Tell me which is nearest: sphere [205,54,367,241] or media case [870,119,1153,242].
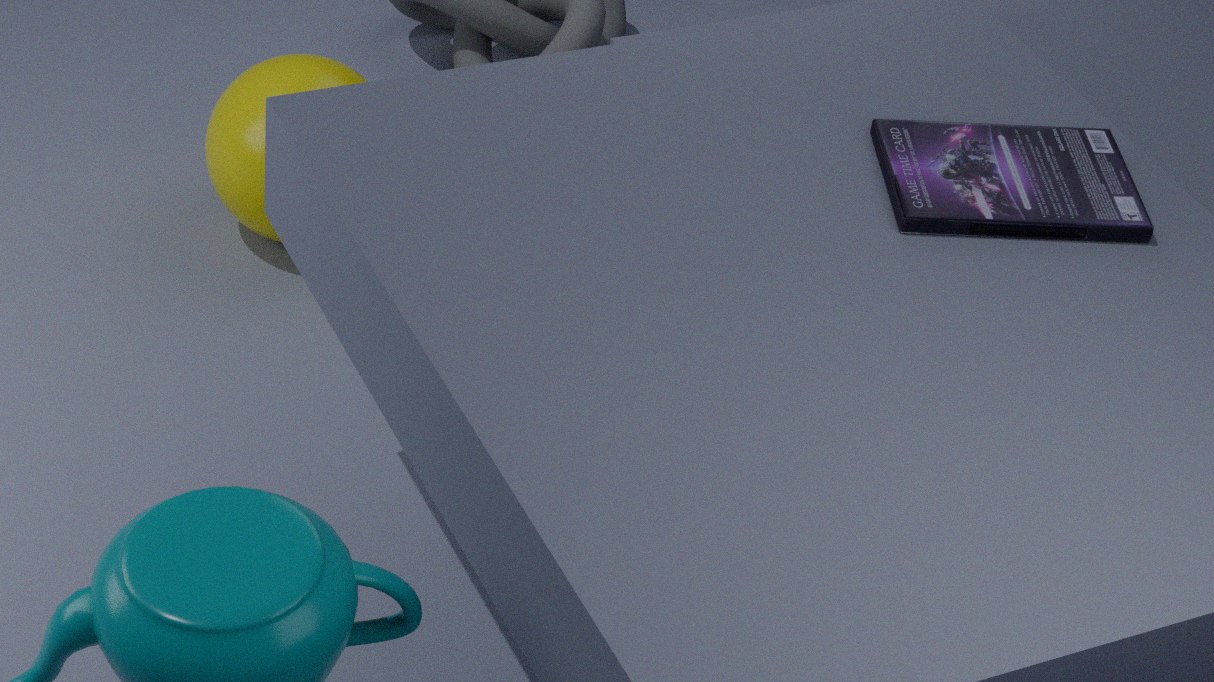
media case [870,119,1153,242]
